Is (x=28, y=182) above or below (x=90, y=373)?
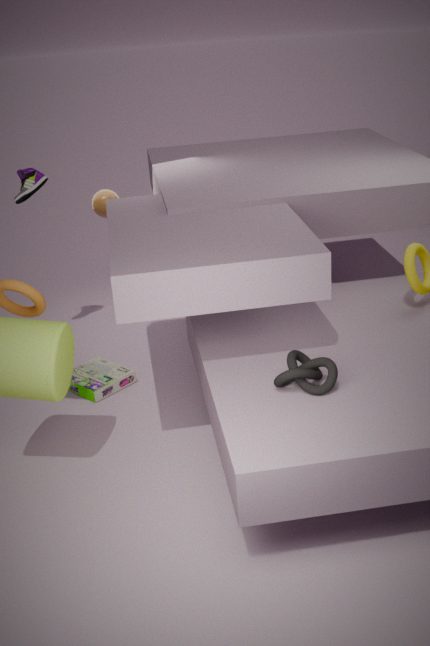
above
